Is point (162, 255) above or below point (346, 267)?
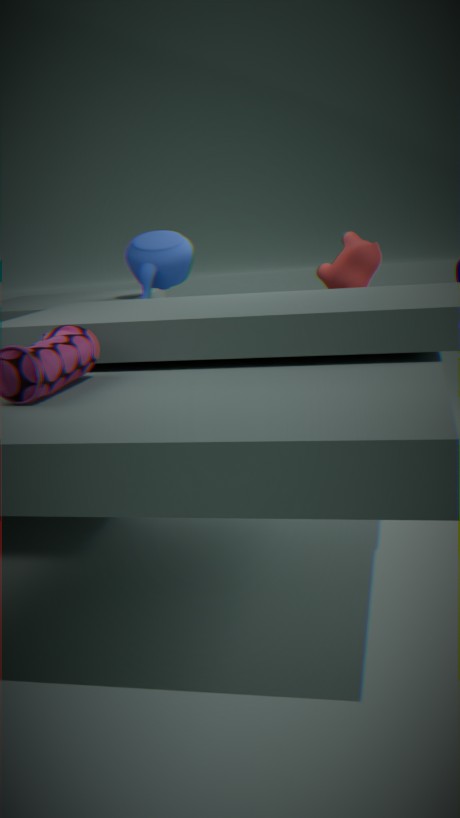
above
